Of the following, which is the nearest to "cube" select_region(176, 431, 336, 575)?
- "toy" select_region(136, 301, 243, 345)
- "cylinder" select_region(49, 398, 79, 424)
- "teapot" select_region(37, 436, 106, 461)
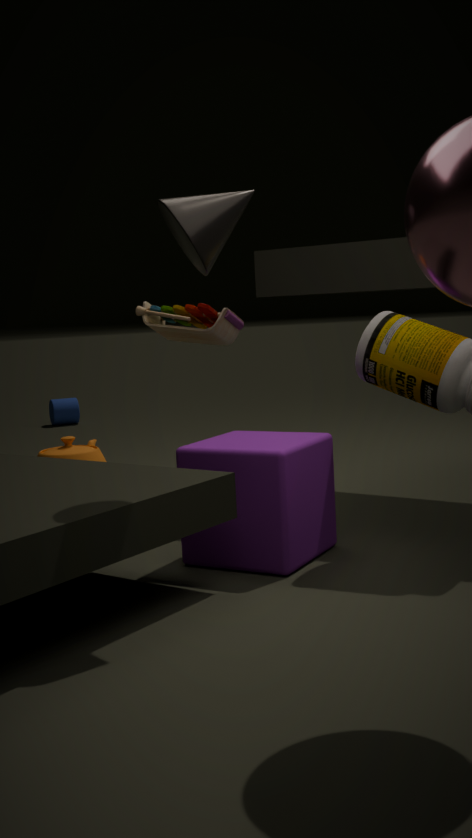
"toy" select_region(136, 301, 243, 345)
